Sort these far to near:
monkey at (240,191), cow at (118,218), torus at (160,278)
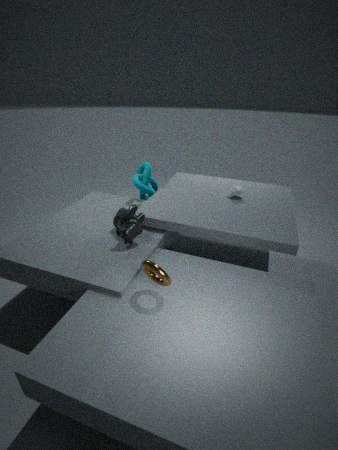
monkey at (240,191), cow at (118,218), torus at (160,278)
